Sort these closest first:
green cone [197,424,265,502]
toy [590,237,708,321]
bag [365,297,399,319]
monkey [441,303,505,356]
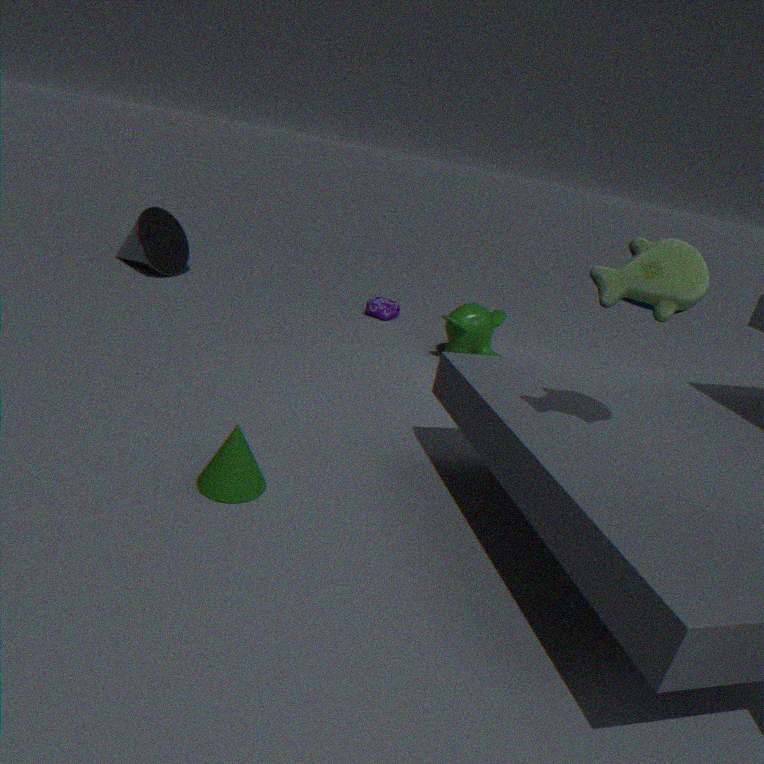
toy [590,237,708,321], green cone [197,424,265,502], monkey [441,303,505,356], bag [365,297,399,319]
